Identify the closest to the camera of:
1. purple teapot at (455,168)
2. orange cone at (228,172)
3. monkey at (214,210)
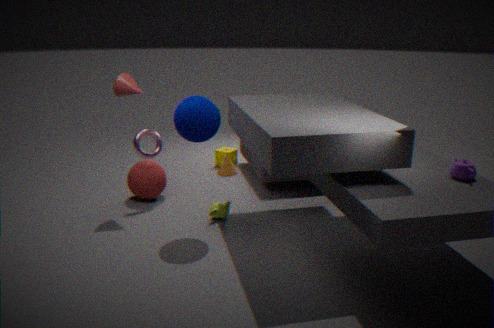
purple teapot at (455,168)
